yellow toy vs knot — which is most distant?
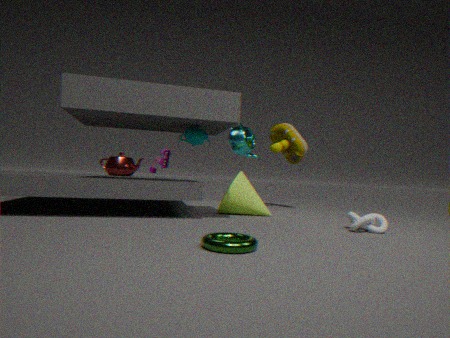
yellow toy
